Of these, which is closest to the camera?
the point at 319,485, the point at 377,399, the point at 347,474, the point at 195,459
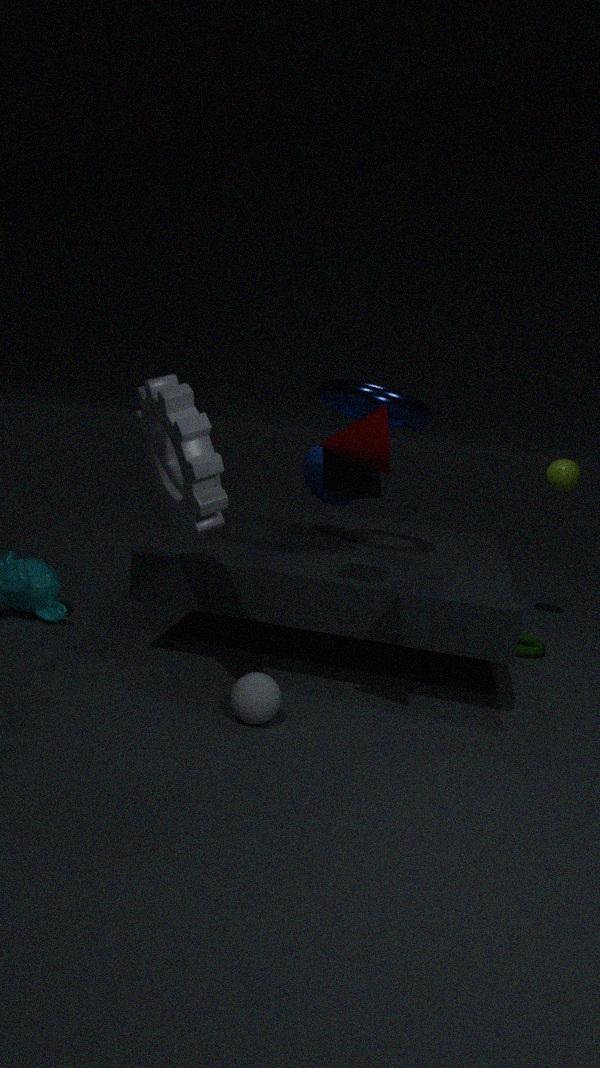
the point at 195,459
